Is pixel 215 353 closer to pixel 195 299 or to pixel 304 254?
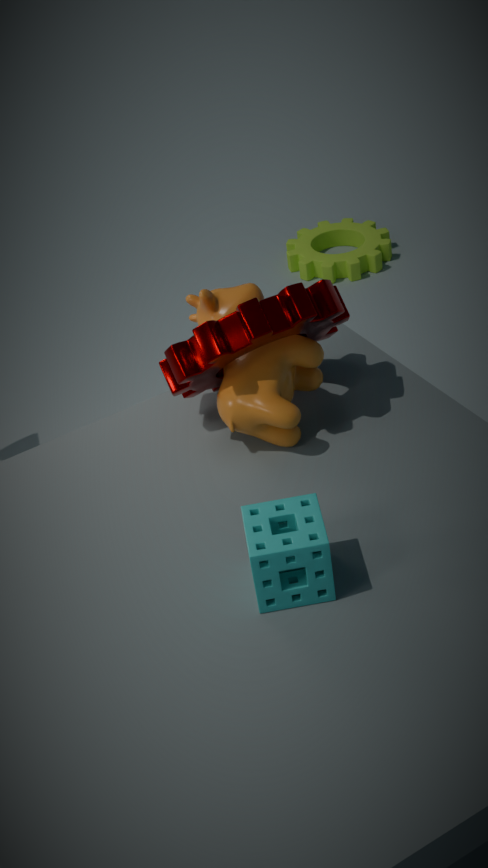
pixel 195 299
